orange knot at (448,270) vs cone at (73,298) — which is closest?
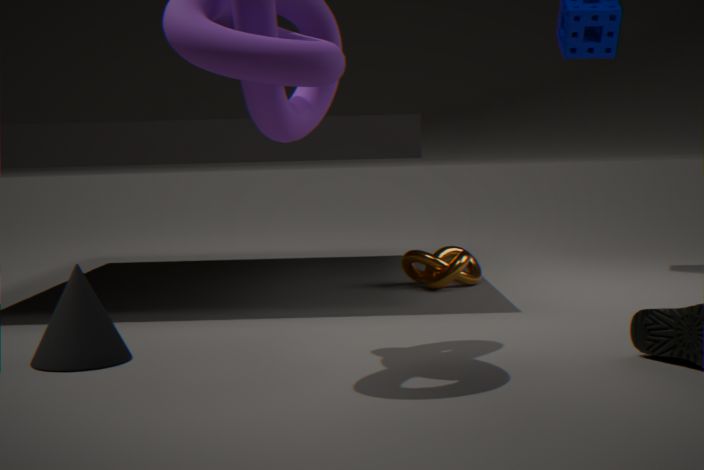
cone at (73,298)
